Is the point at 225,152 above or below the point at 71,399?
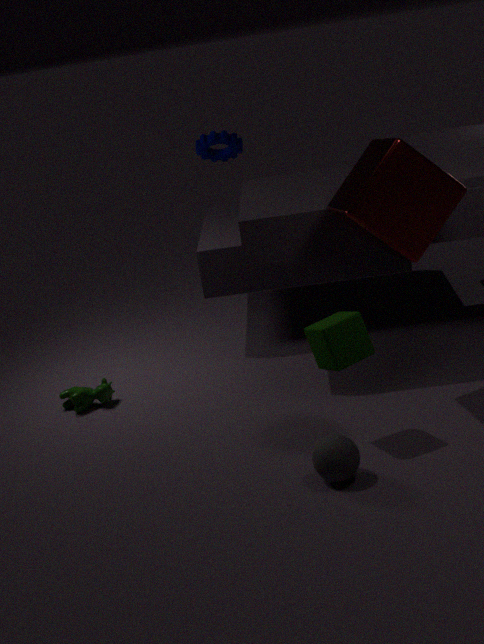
above
